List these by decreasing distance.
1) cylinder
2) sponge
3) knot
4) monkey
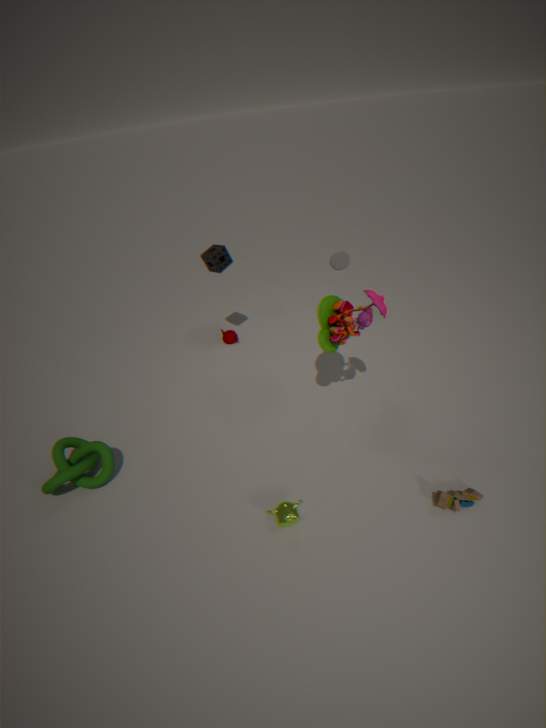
1. cylinder, 2. sponge, 3. knot, 4. monkey
